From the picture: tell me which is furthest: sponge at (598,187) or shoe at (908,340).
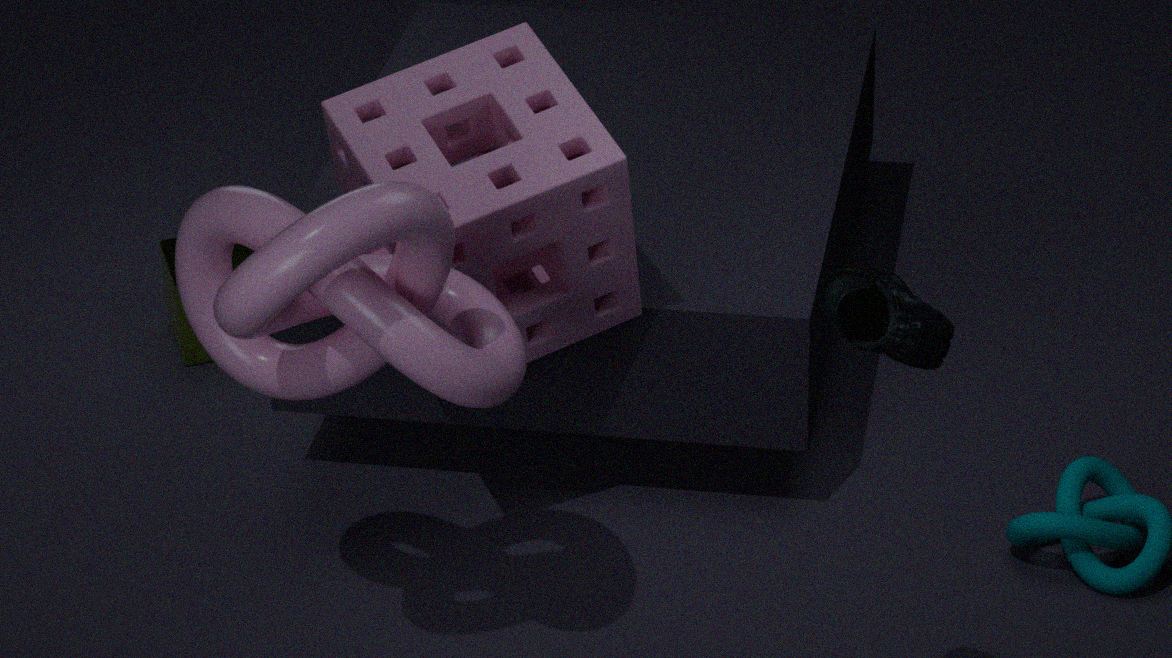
sponge at (598,187)
